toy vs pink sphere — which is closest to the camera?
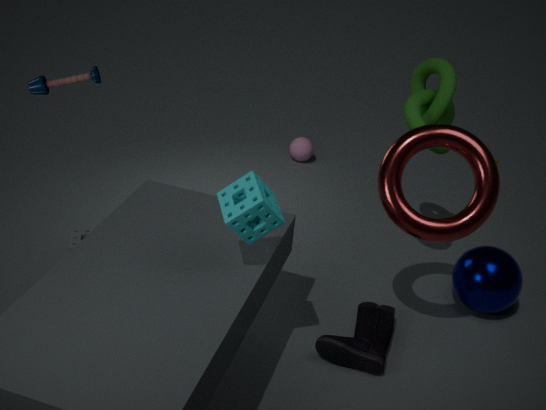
toy
